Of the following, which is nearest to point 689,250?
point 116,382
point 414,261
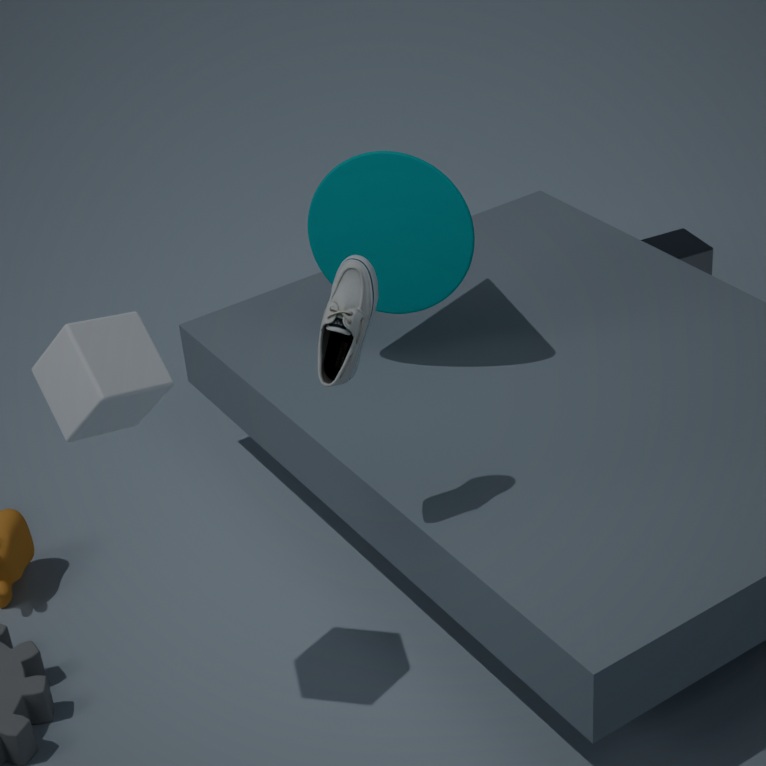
point 414,261
